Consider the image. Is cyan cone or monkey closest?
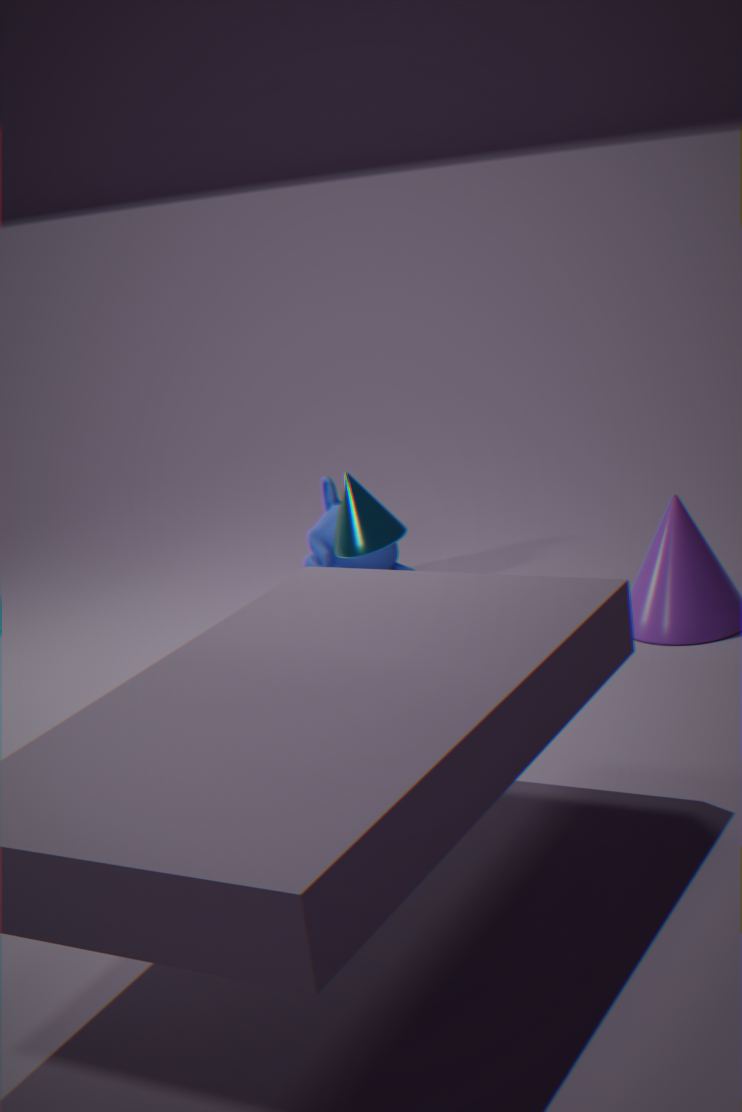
cyan cone
